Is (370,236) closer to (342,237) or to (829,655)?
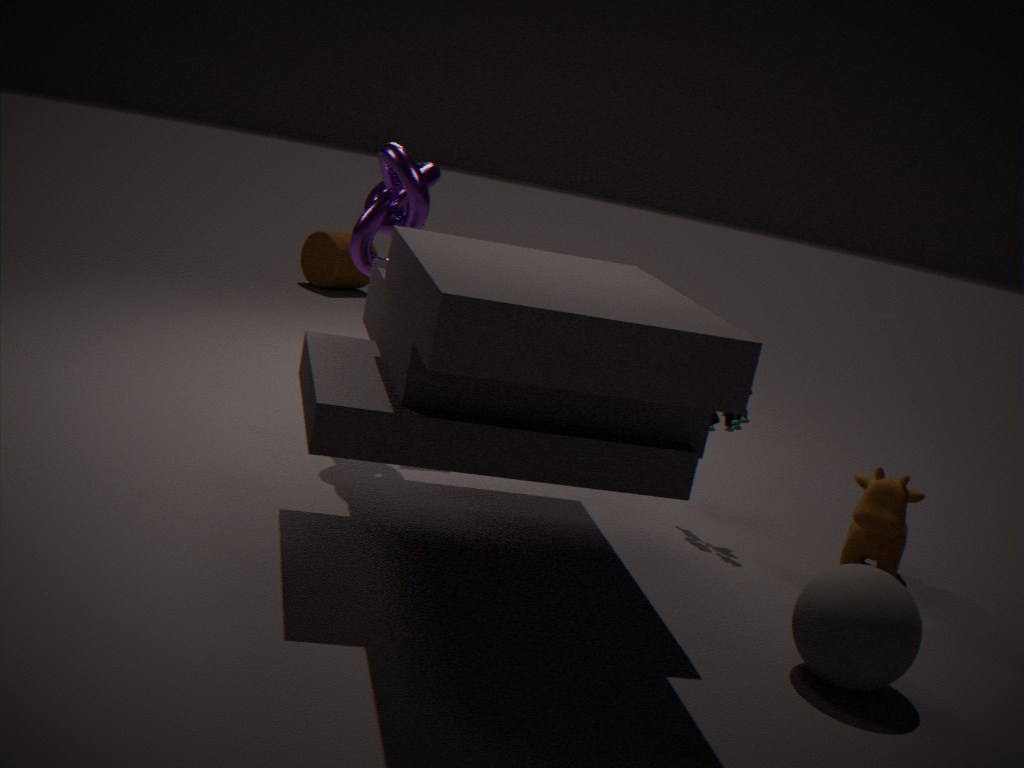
(829,655)
